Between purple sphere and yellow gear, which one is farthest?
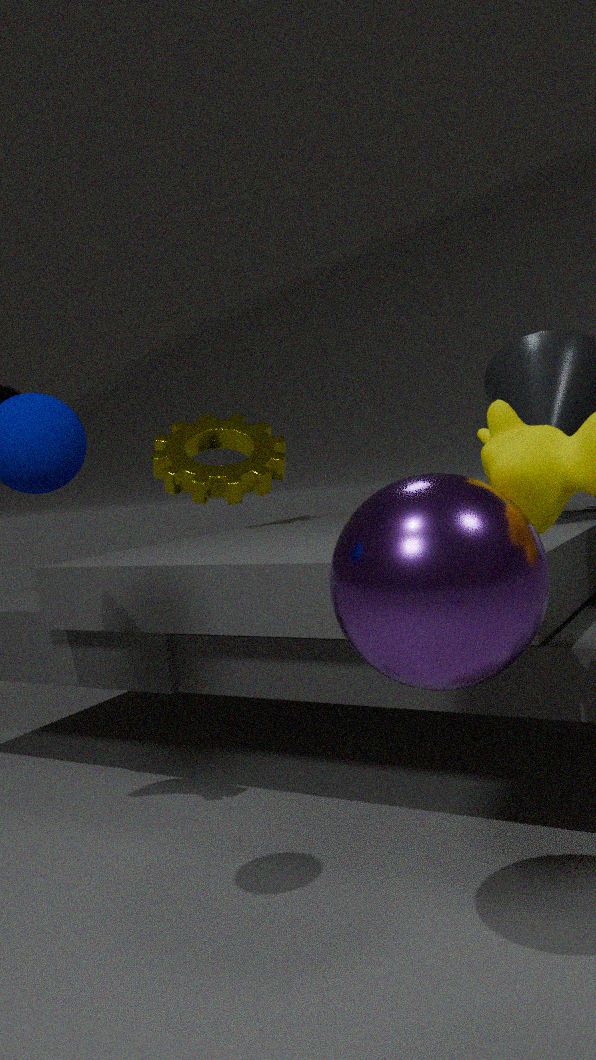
yellow gear
